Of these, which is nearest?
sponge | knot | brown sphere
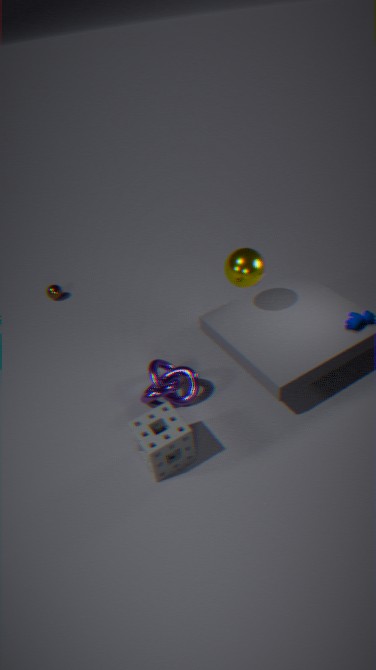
sponge
